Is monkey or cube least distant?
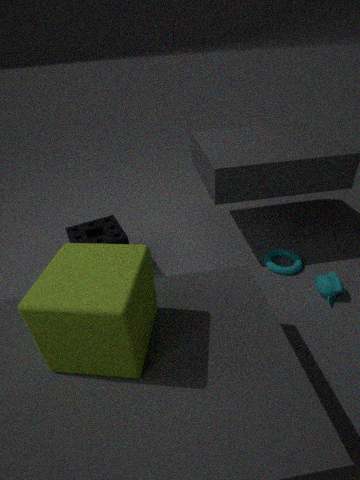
cube
